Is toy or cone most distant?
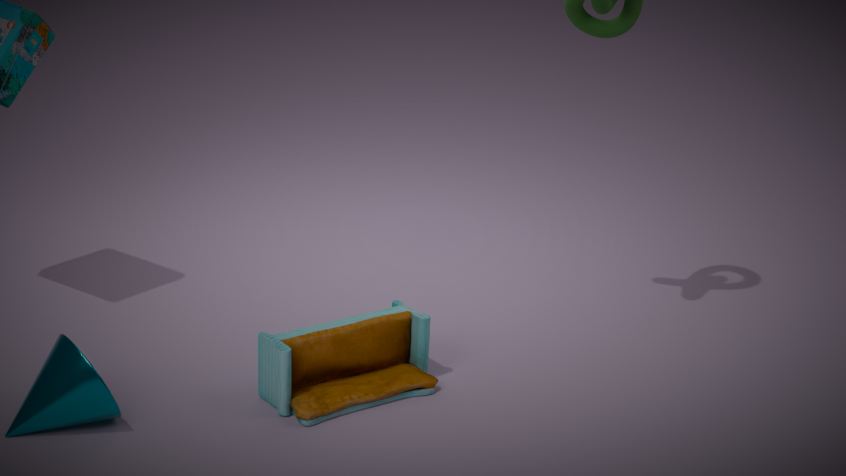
toy
